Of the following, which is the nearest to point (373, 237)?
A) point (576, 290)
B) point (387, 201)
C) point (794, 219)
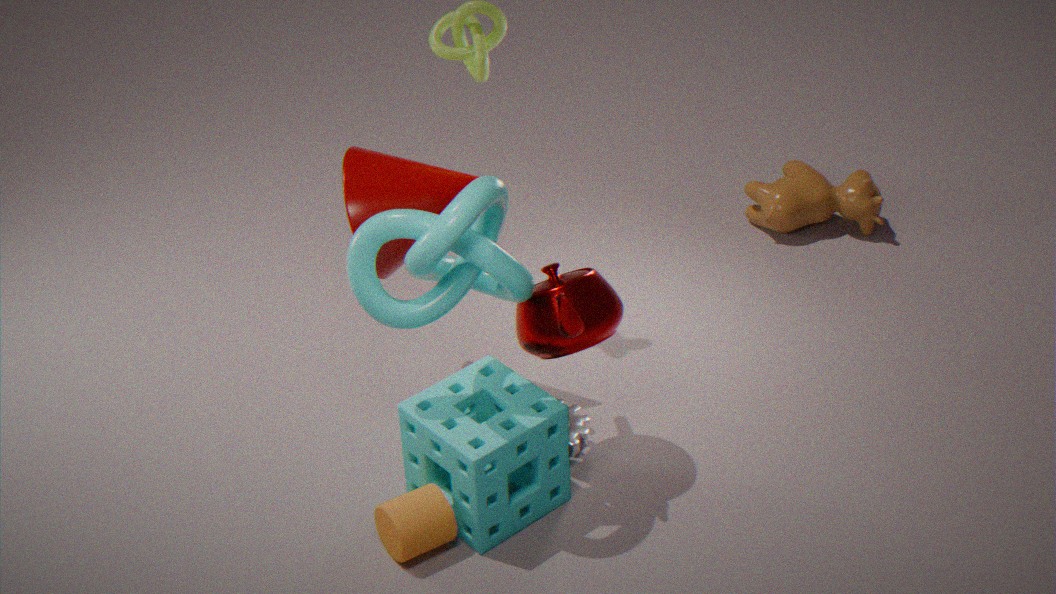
point (576, 290)
